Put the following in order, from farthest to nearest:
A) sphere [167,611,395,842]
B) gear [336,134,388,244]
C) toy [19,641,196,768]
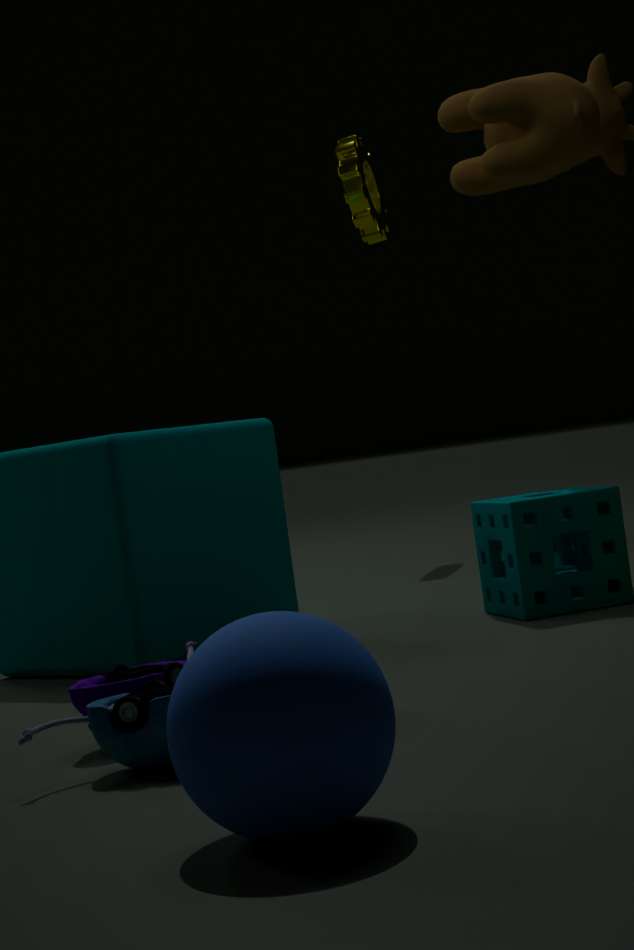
gear [336,134,388,244] < toy [19,641,196,768] < sphere [167,611,395,842]
